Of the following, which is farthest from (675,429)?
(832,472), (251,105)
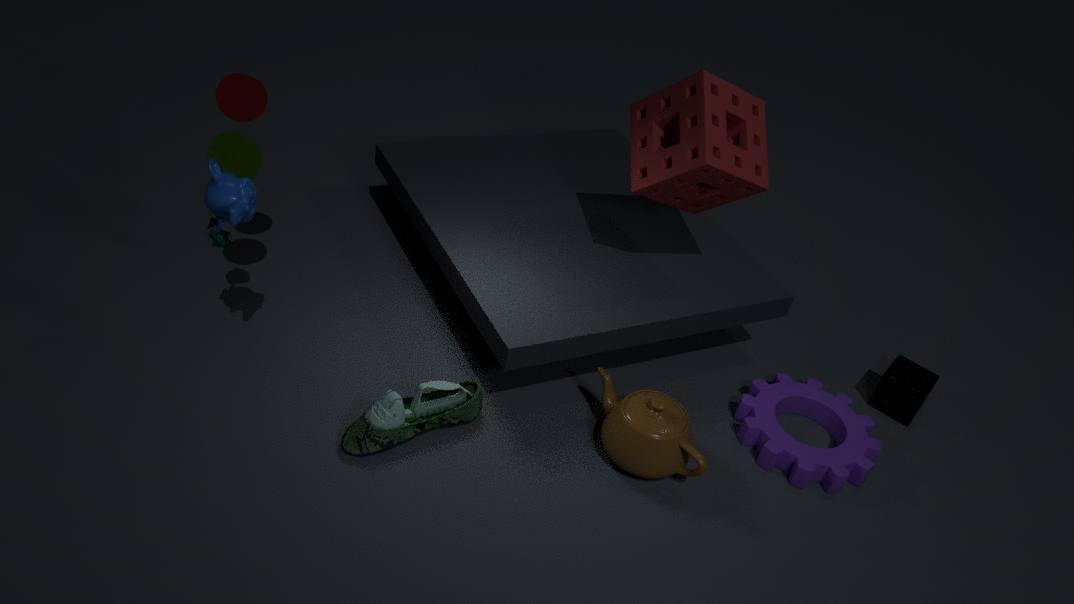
(251,105)
